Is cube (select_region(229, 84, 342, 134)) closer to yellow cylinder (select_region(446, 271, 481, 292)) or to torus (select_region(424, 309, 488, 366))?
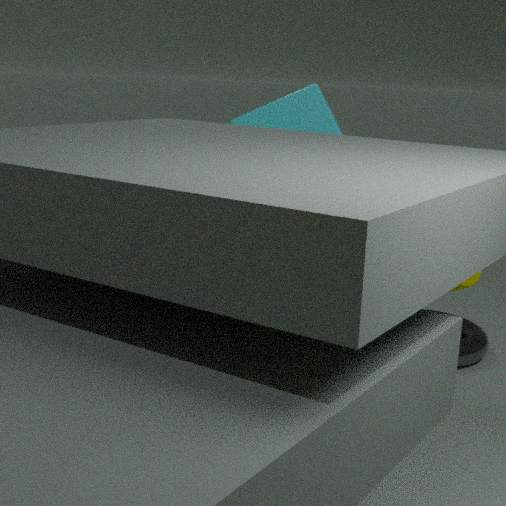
yellow cylinder (select_region(446, 271, 481, 292))
